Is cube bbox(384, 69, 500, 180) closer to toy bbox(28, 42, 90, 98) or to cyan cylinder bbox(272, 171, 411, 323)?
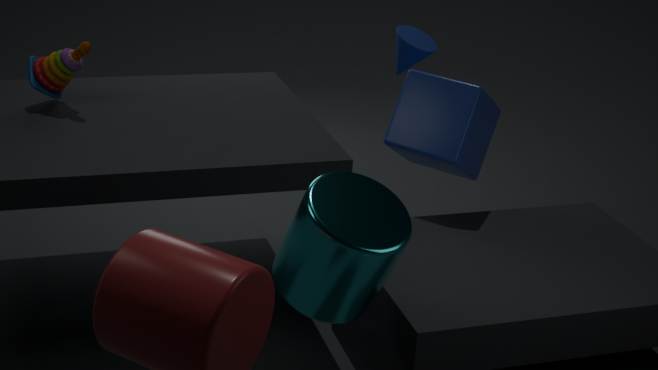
cyan cylinder bbox(272, 171, 411, 323)
